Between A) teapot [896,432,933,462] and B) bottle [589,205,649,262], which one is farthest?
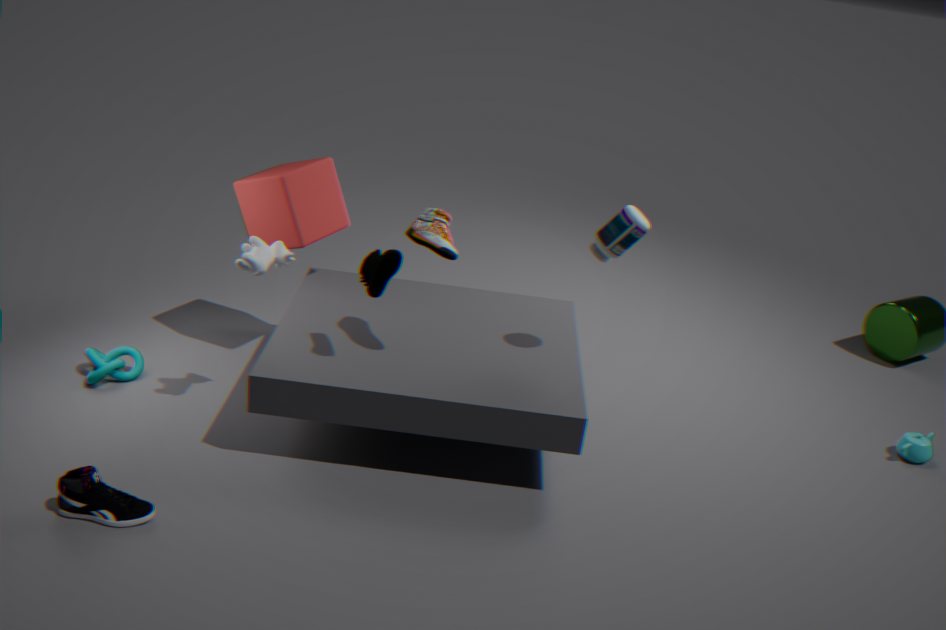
A. teapot [896,432,933,462]
